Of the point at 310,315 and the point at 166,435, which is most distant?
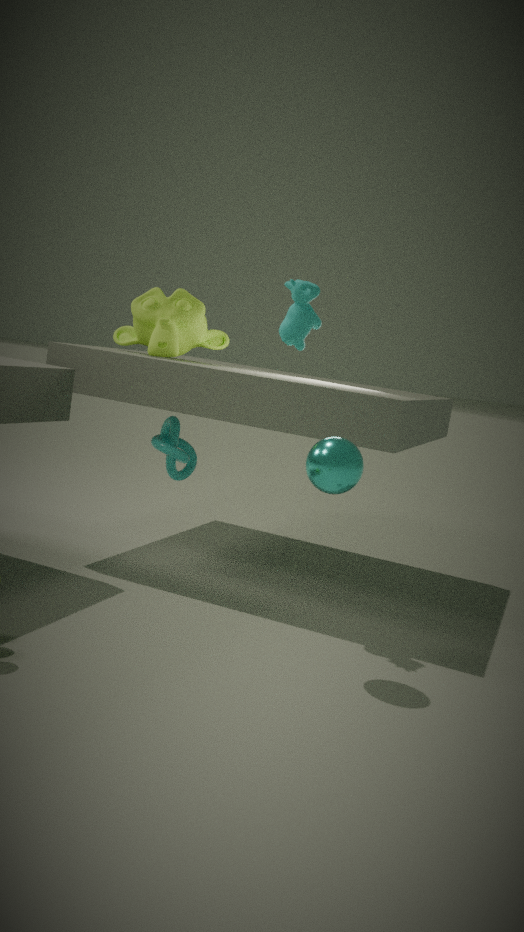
the point at 166,435
